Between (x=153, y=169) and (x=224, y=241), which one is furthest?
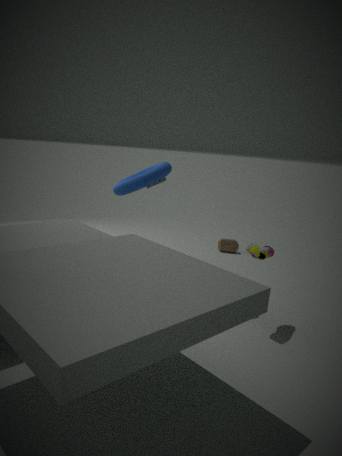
(x=224, y=241)
